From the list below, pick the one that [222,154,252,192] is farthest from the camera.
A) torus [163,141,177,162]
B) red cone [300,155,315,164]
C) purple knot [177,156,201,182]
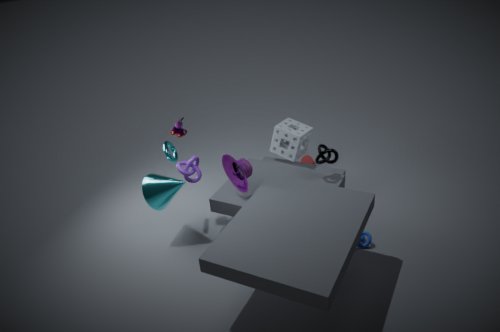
red cone [300,155,315,164]
